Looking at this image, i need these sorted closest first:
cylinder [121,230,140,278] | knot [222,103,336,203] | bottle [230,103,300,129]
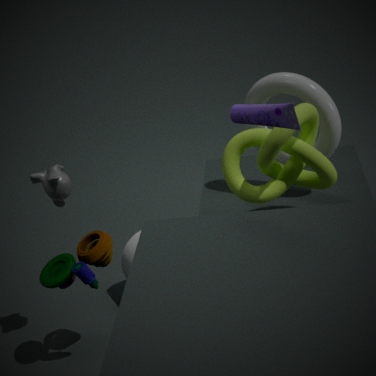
1. bottle [230,103,300,129]
2. knot [222,103,336,203]
3. cylinder [121,230,140,278]
